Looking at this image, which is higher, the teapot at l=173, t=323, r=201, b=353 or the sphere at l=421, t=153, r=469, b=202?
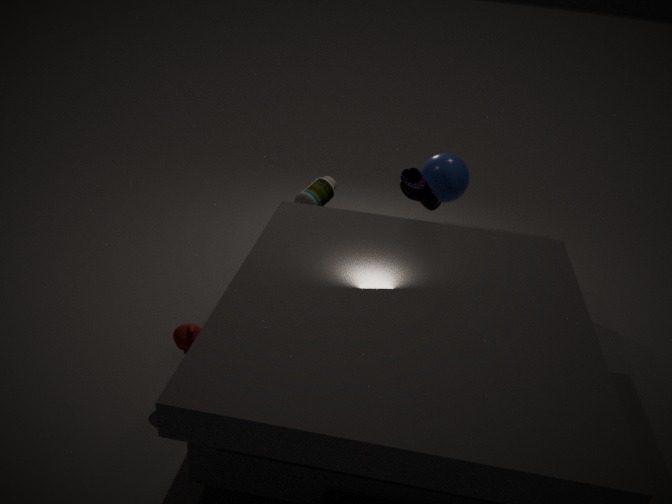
the sphere at l=421, t=153, r=469, b=202
